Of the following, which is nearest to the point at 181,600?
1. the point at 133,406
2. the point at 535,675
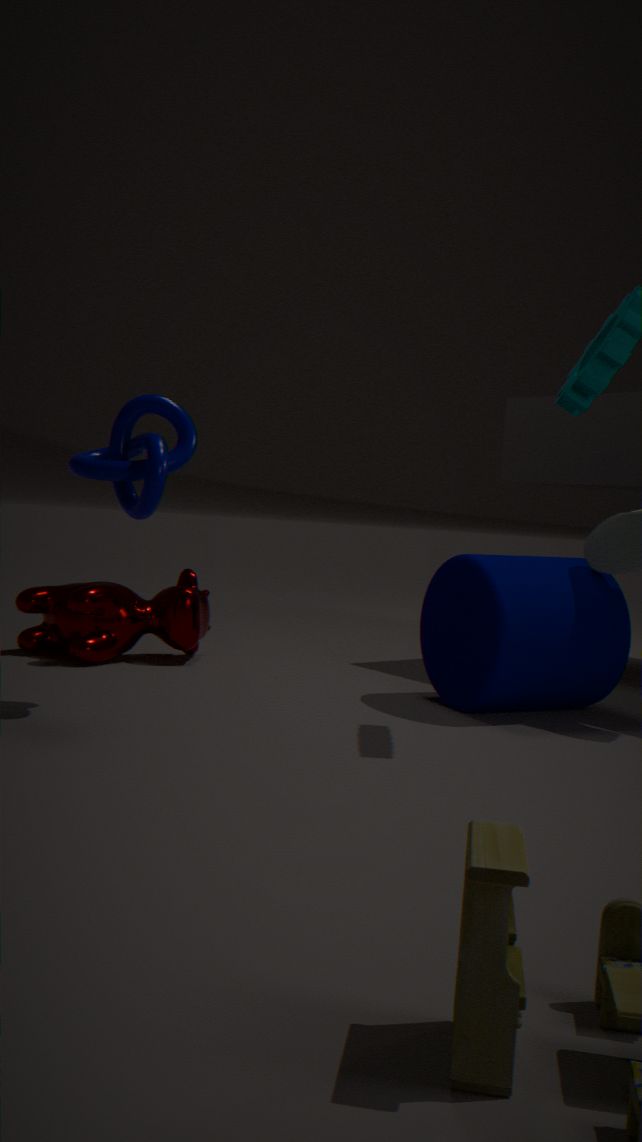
the point at 133,406
